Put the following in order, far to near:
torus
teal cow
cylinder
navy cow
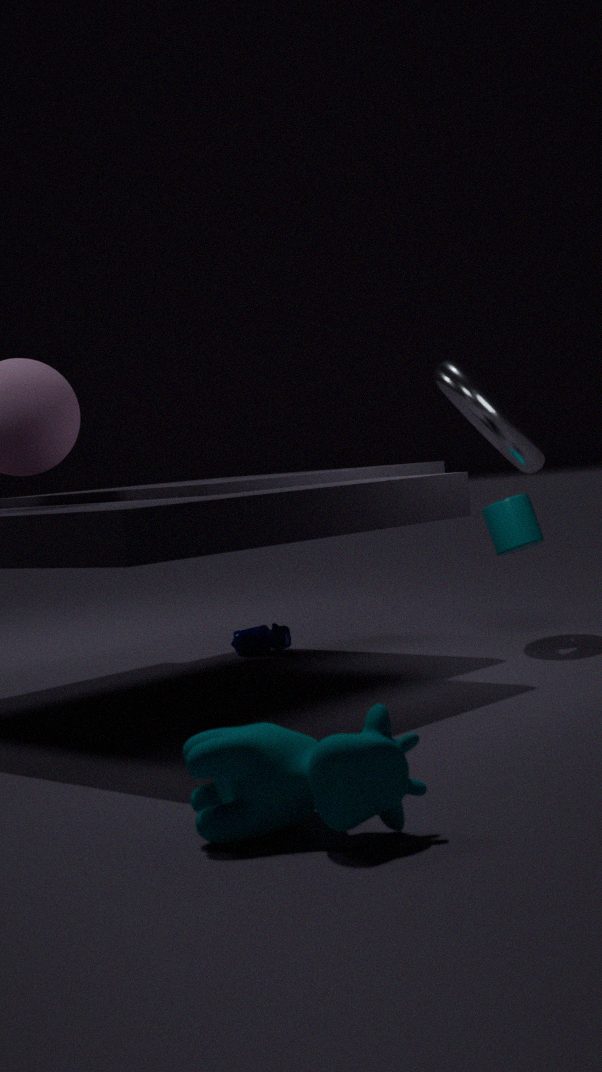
navy cow, cylinder, torus, teal cow
